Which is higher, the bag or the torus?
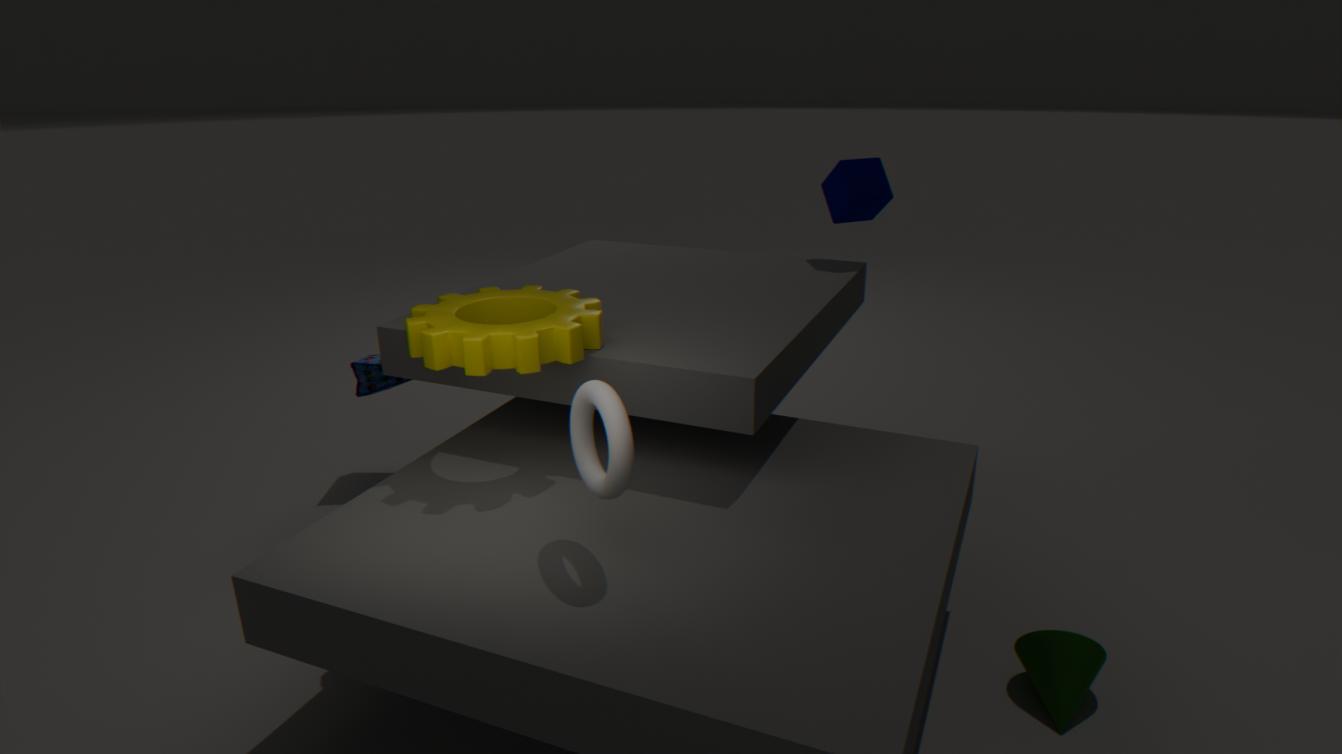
the torus
